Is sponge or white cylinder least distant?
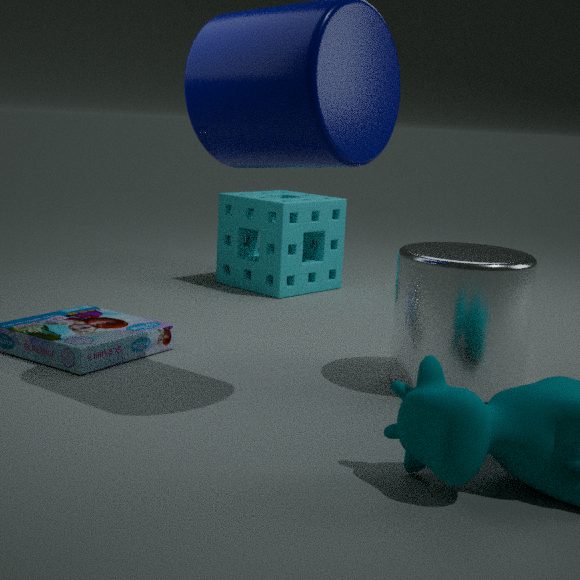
white cylinder
